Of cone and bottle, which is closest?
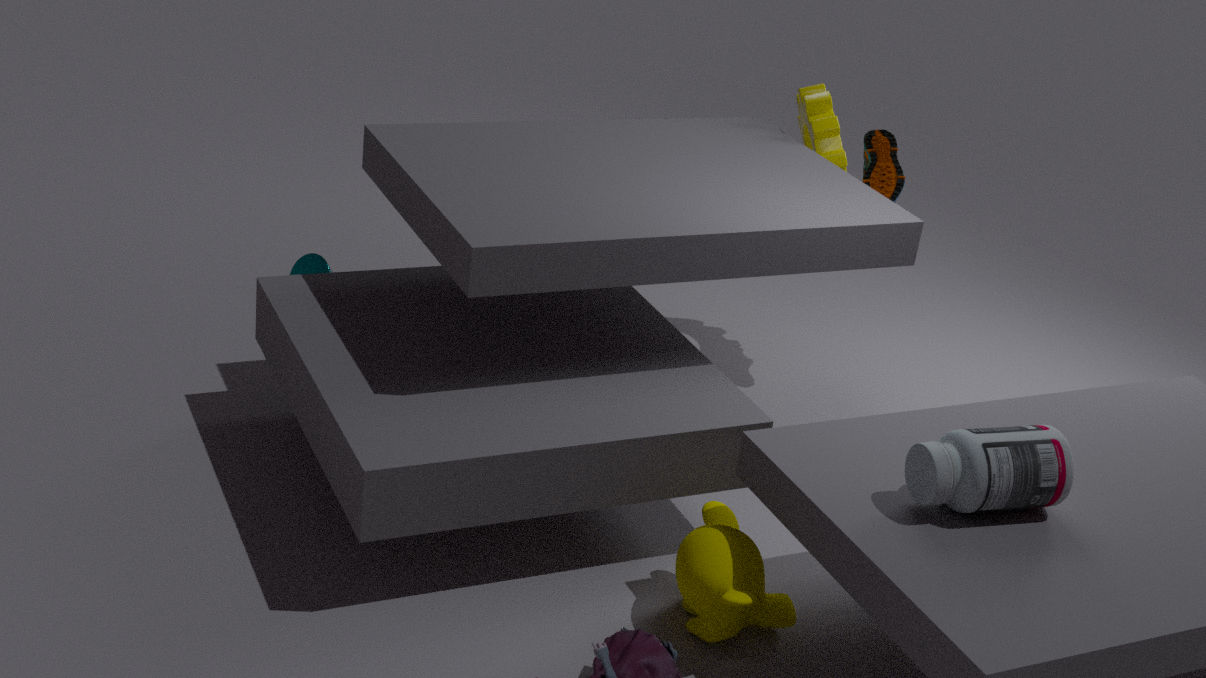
bottle
